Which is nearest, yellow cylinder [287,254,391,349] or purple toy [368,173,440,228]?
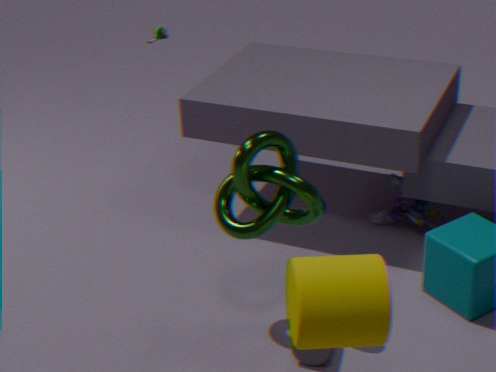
yellow cylinder [287,254,391,349]
